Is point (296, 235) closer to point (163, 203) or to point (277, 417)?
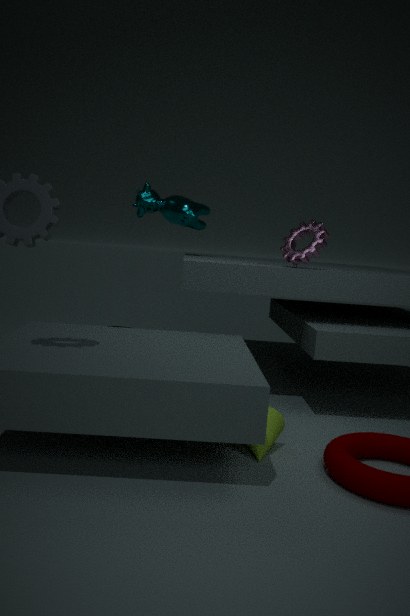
point (277, 417)
